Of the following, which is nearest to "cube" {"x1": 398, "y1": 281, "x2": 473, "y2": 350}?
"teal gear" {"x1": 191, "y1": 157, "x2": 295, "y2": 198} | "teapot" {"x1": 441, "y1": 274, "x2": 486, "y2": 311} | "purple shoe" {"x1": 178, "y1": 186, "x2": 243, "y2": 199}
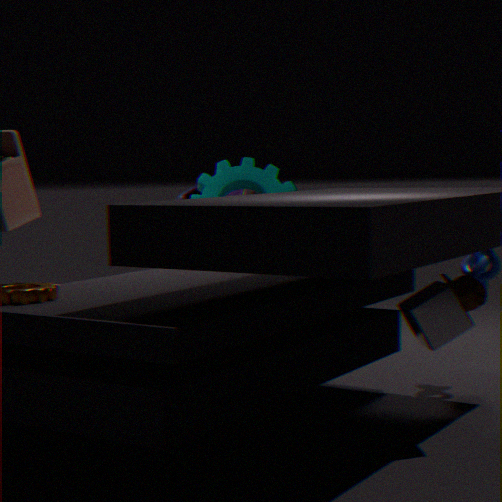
"teapot" {"x1": 441, "y1": 274, "x2": 486, "y2": 311}
